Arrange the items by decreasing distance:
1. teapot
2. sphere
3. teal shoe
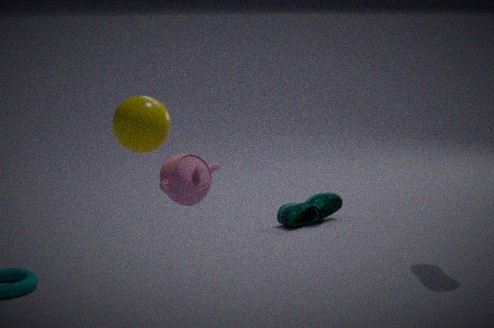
teal shoe < teapot < sphere
